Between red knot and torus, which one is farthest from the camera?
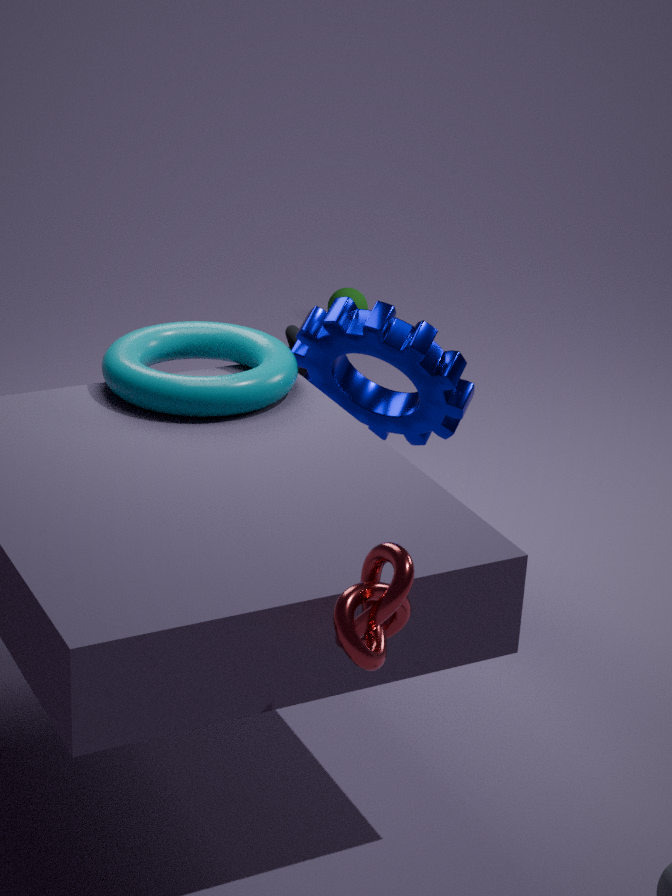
torus
